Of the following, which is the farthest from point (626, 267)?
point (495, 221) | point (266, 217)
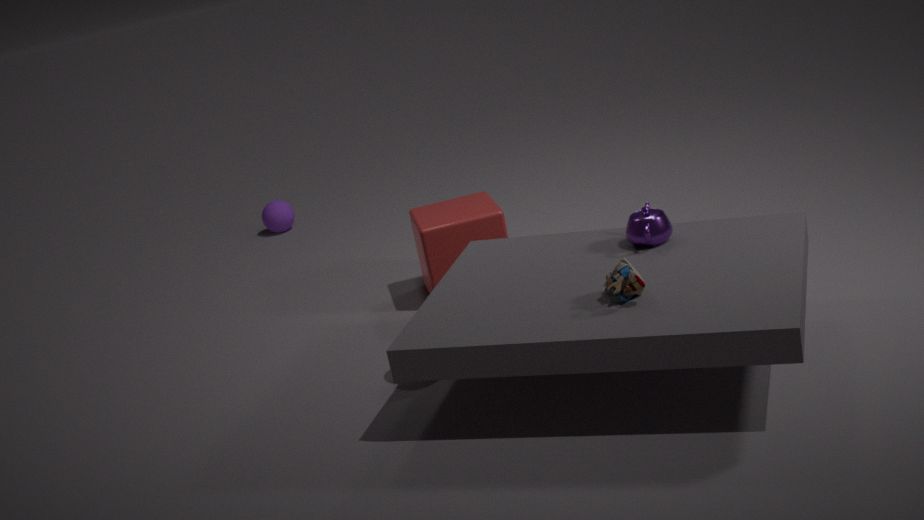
point (266, 217)
